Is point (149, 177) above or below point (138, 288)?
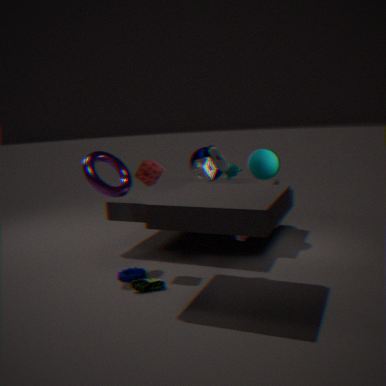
above
